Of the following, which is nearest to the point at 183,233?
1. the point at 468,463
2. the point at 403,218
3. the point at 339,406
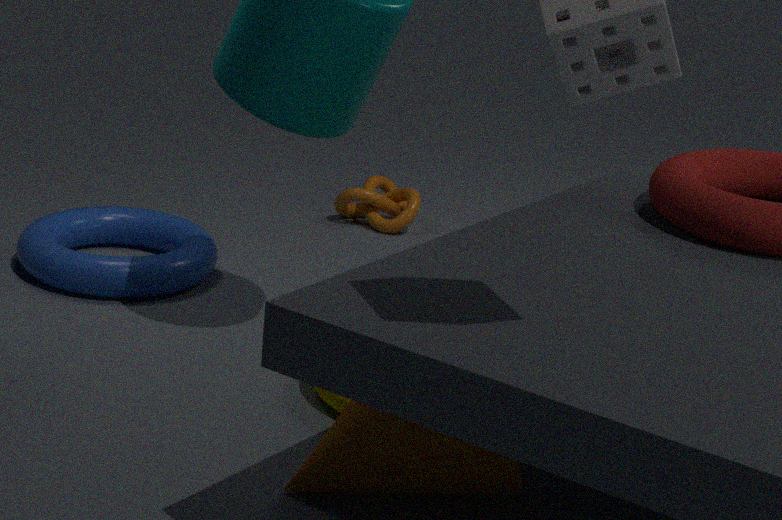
the point at 403,218
